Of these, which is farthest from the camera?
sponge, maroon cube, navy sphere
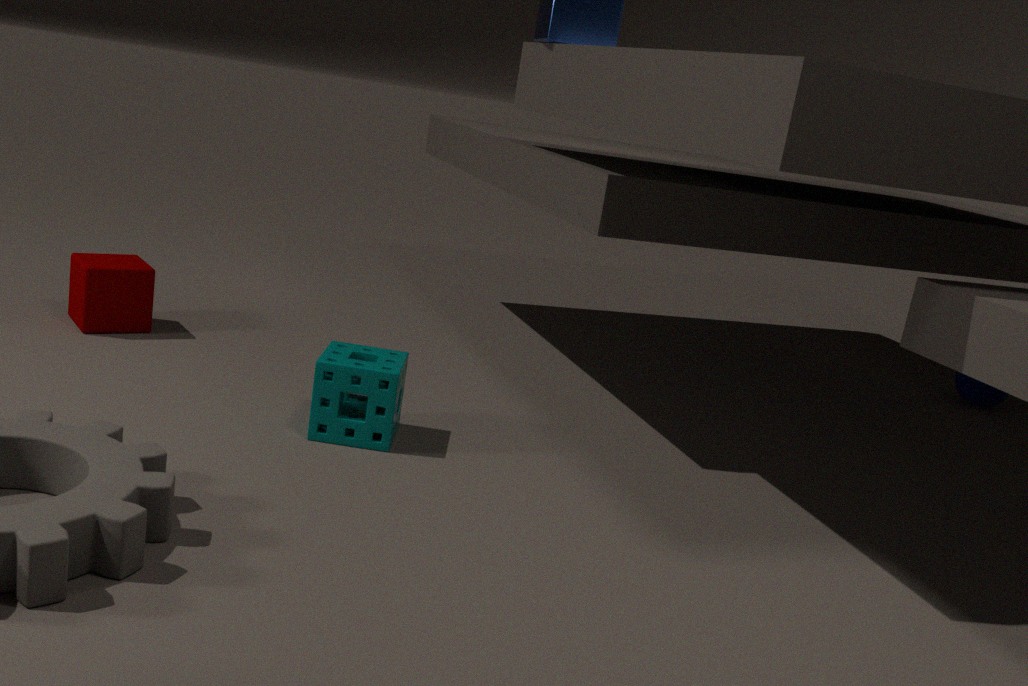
navy sphere
